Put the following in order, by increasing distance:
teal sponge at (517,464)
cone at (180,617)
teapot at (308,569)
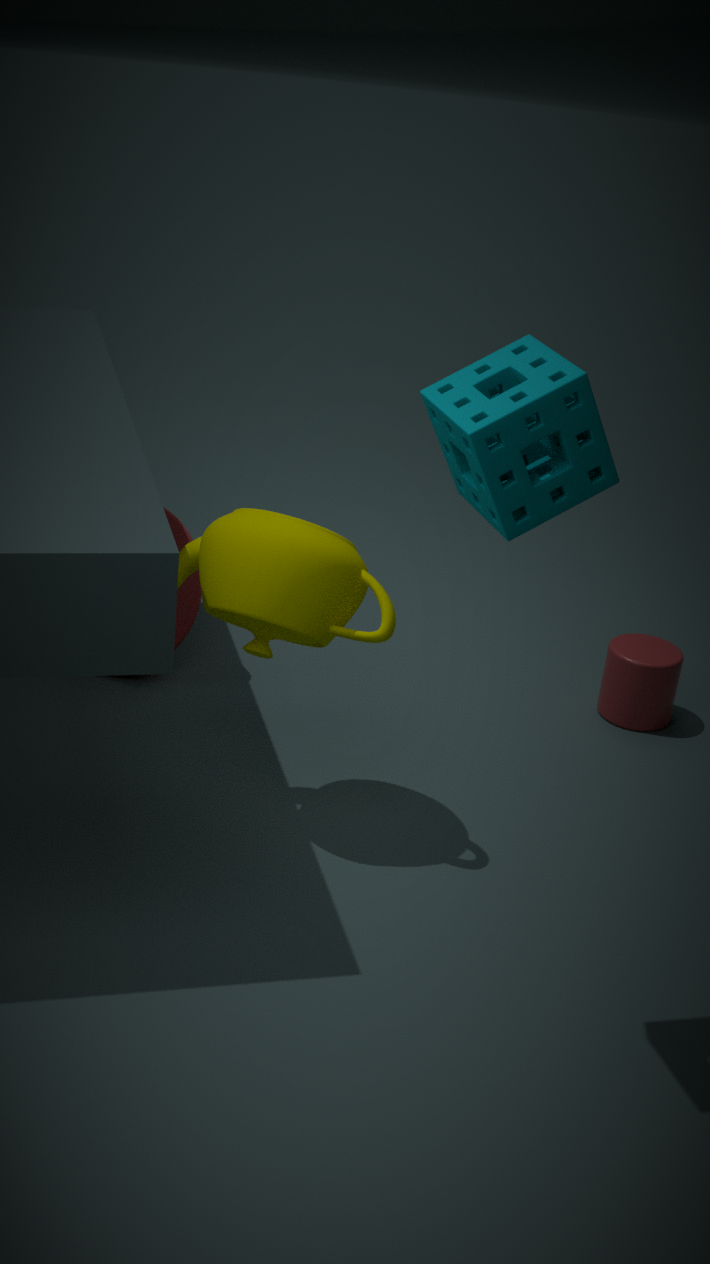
teal sponge at (517,464), teapot at (308,569), cone at (180,617)
